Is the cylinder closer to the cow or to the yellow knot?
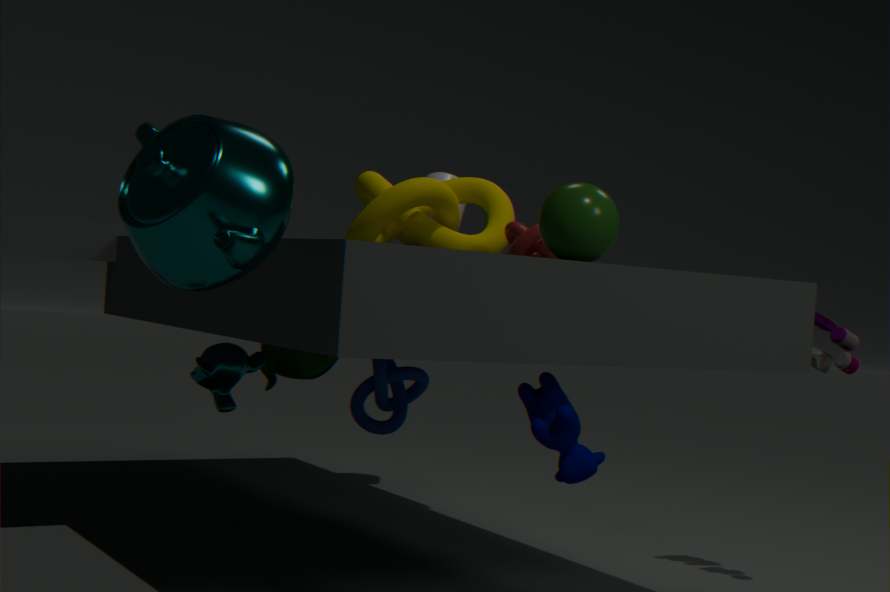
the yellow knot
